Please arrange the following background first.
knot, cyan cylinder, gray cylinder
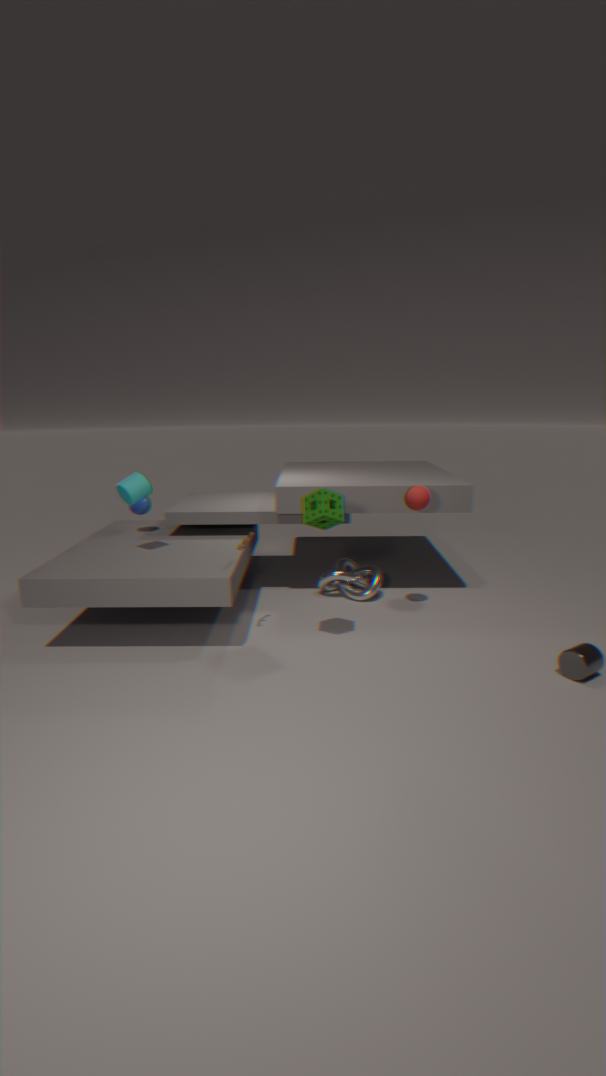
1. knot
2. cyan cylinder
3. gray cylinder
